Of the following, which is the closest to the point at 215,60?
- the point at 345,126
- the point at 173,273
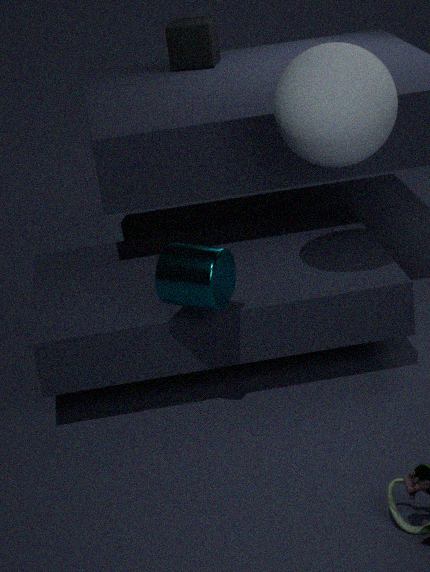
the point at 345,126
